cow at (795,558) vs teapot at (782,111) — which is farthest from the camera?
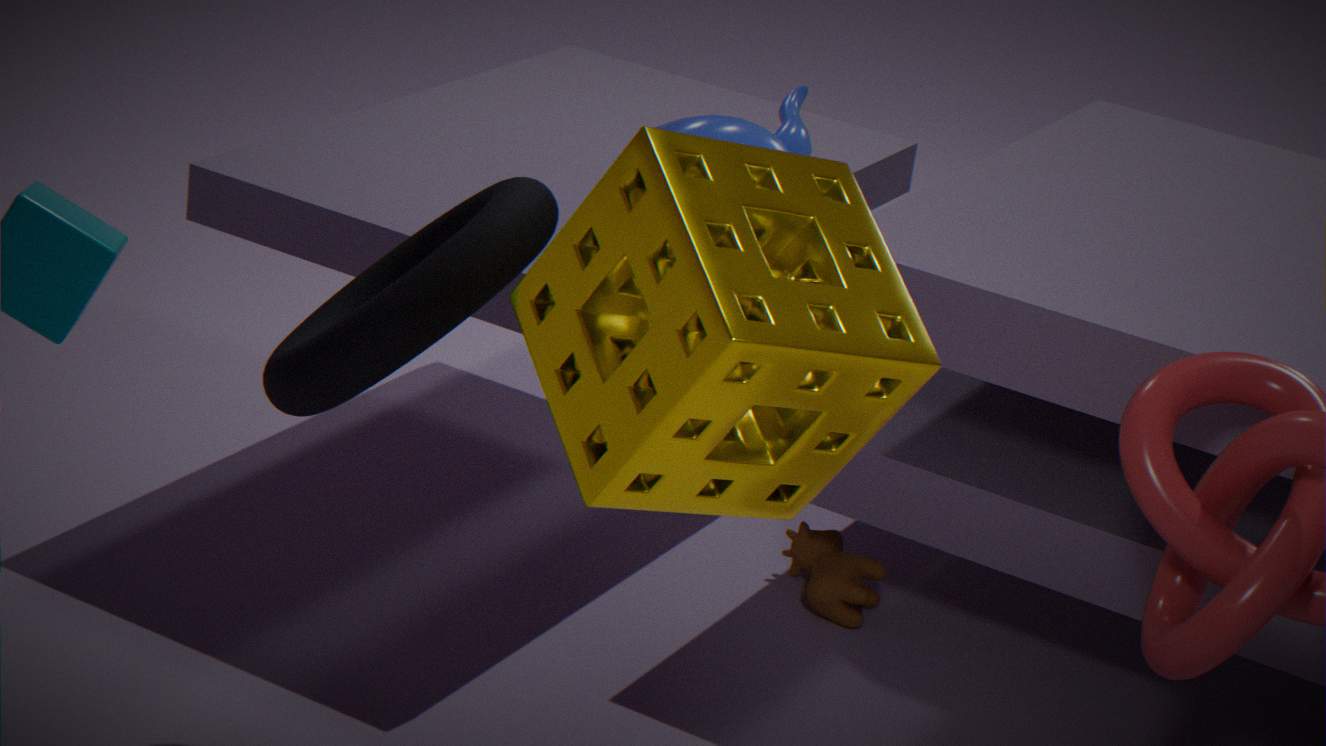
cow at (795,558)
